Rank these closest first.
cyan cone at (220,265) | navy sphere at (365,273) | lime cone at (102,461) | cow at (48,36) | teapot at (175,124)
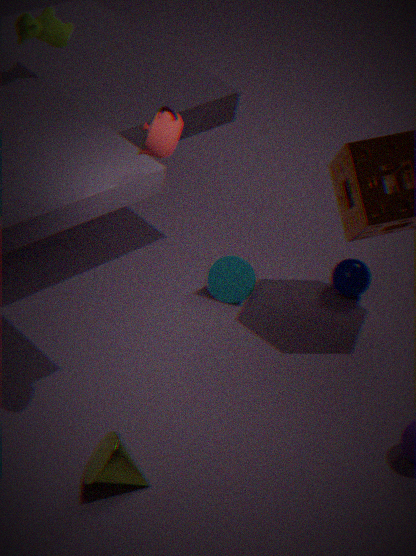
teapot at (175,124) < lime cone at (102,461) < cow at (48,36) < cyan cone at (220,265) < navy sphere at (365,273)
